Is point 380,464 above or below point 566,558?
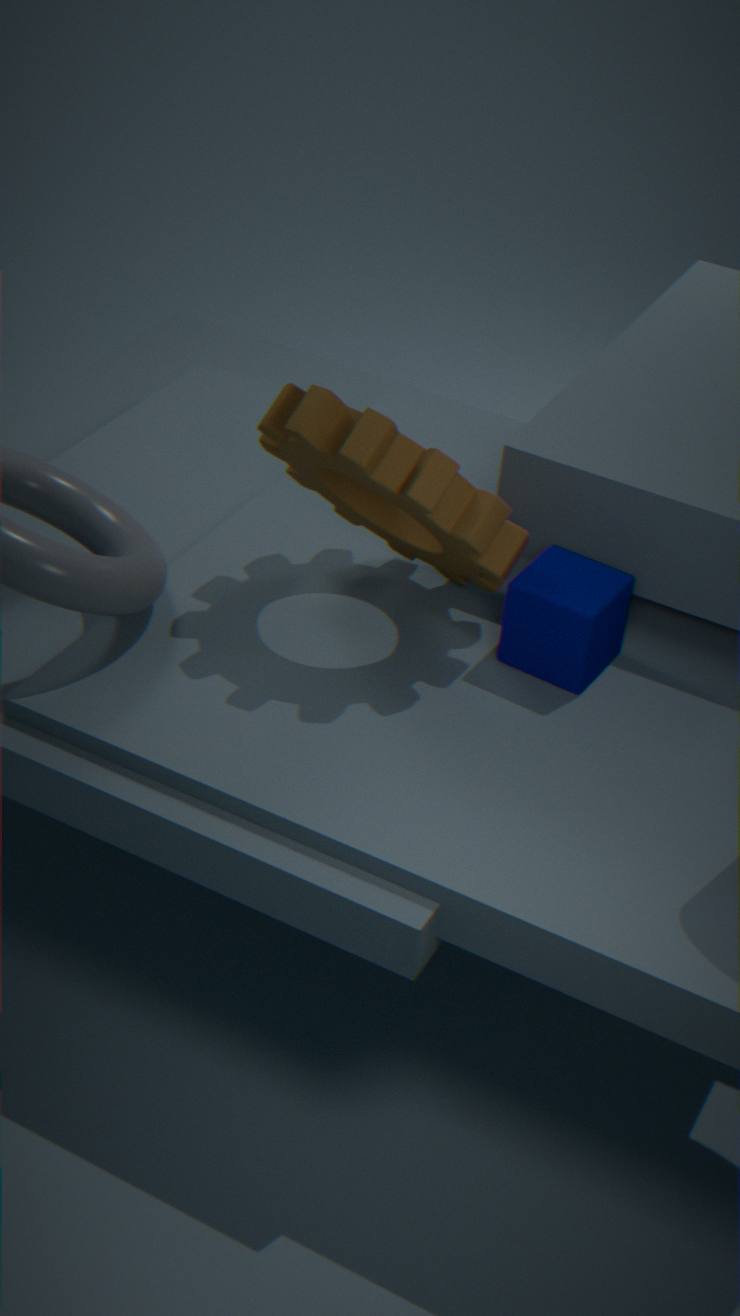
above
